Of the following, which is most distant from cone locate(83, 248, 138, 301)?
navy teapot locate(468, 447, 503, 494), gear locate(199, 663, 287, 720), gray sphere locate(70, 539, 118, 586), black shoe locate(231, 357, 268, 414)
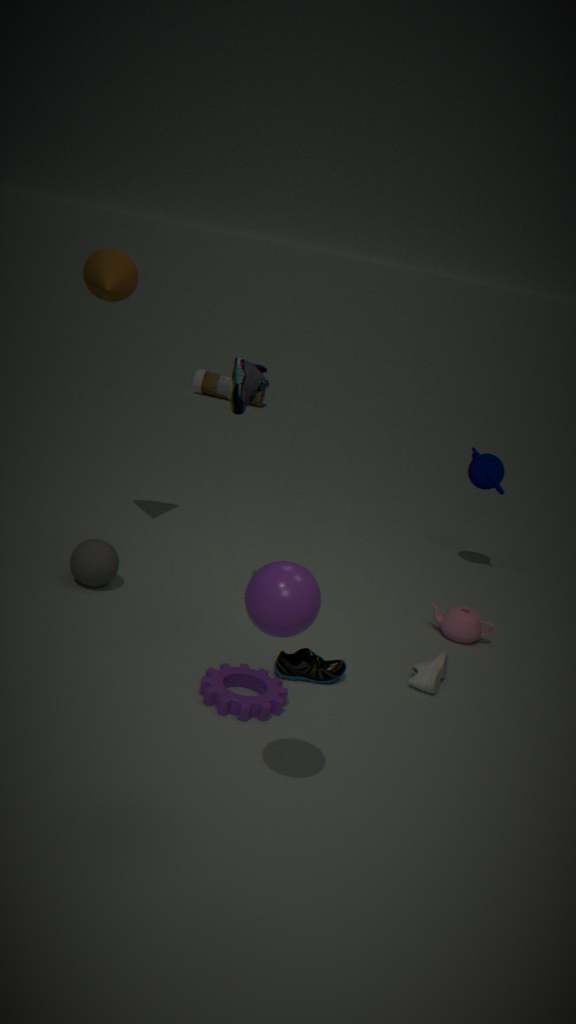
navy teapot locate(468, 447, 503, 494)
